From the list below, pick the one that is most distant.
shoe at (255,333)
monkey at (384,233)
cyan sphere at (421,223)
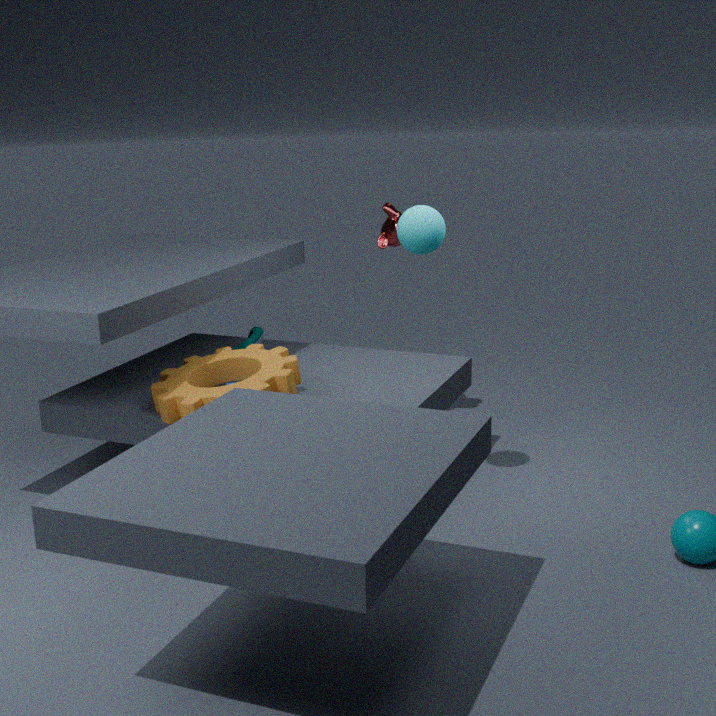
monkey at (384,233)
